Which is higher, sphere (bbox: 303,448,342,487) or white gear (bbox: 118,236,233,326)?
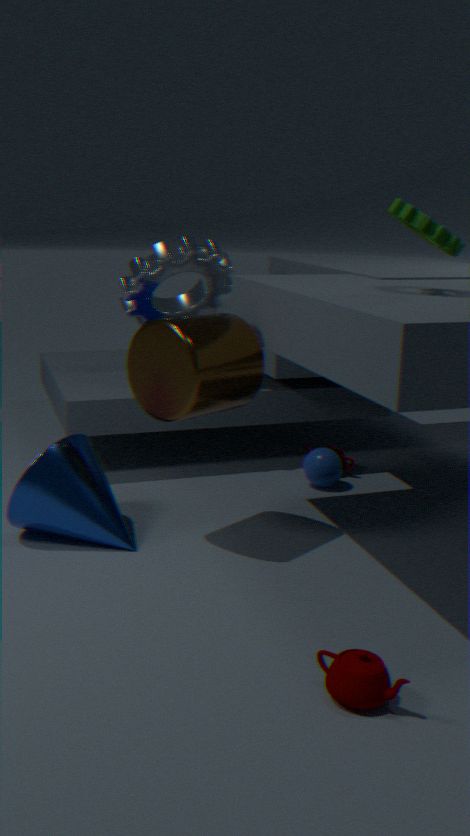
white gear (bbox: 118,236,233,326)
